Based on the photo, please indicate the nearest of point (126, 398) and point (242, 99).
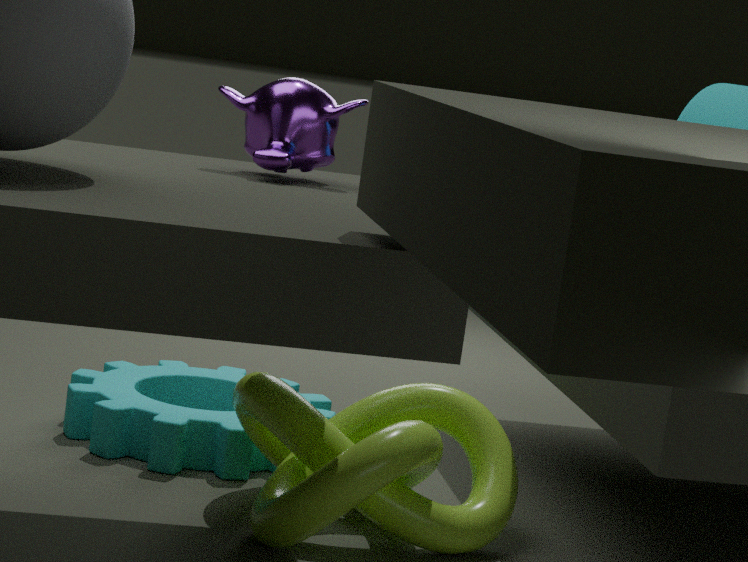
point (242, 99)
